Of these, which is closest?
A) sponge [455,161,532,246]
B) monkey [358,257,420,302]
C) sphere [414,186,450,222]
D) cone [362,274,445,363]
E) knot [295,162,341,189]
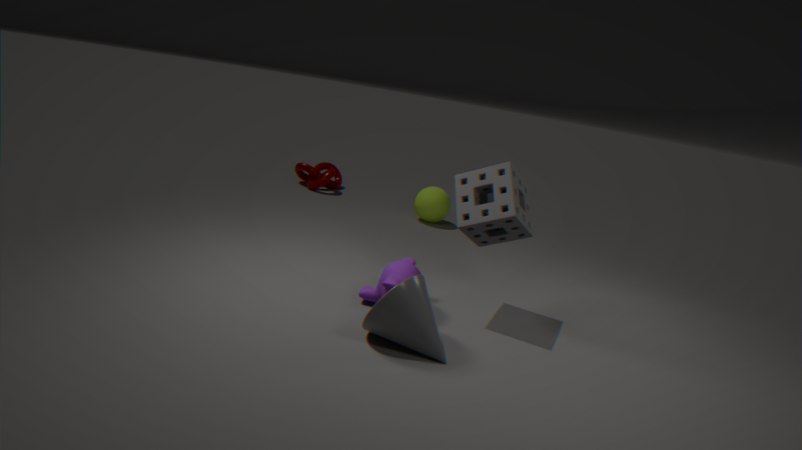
cone [362,274,445,363]
